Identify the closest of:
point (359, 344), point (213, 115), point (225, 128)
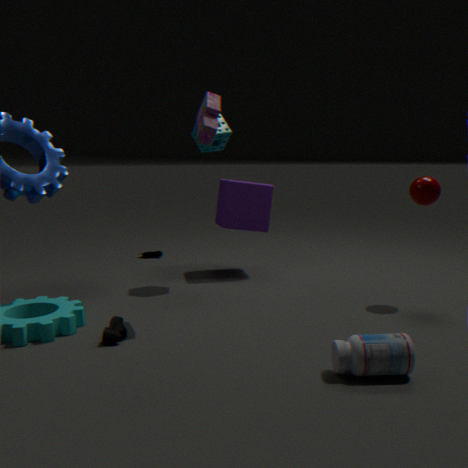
point (359, 344)
